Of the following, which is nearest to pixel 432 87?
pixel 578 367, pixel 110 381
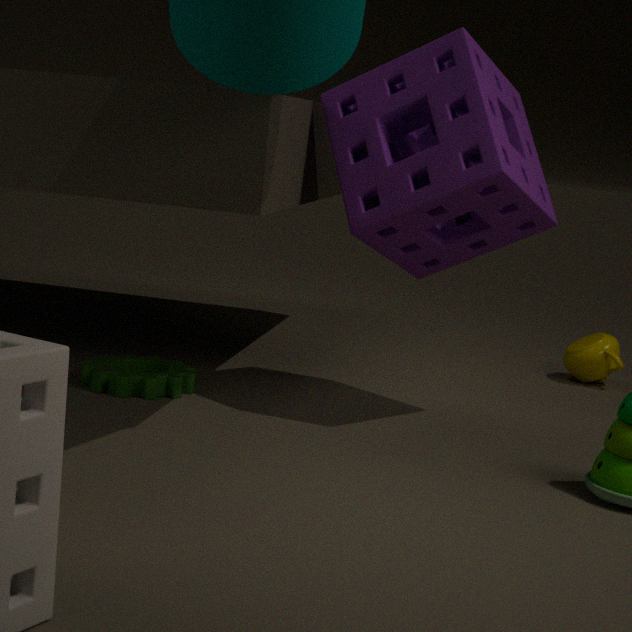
pixel 110 381
